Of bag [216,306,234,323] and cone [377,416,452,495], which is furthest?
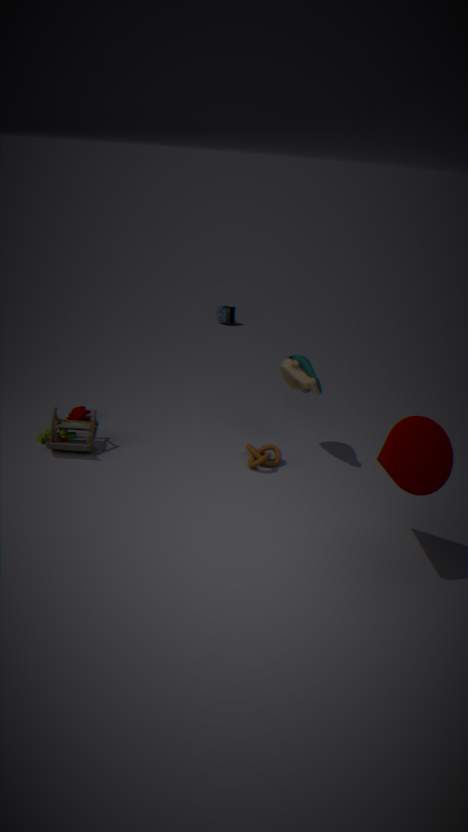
bag [216,306,234,323]
